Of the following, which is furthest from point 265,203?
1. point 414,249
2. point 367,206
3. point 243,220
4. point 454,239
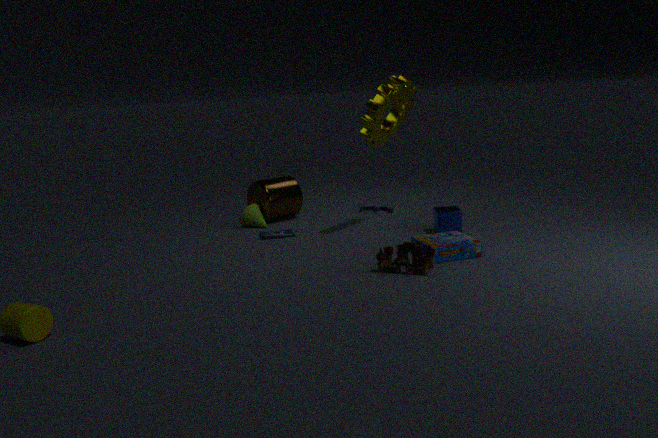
point 414,249
